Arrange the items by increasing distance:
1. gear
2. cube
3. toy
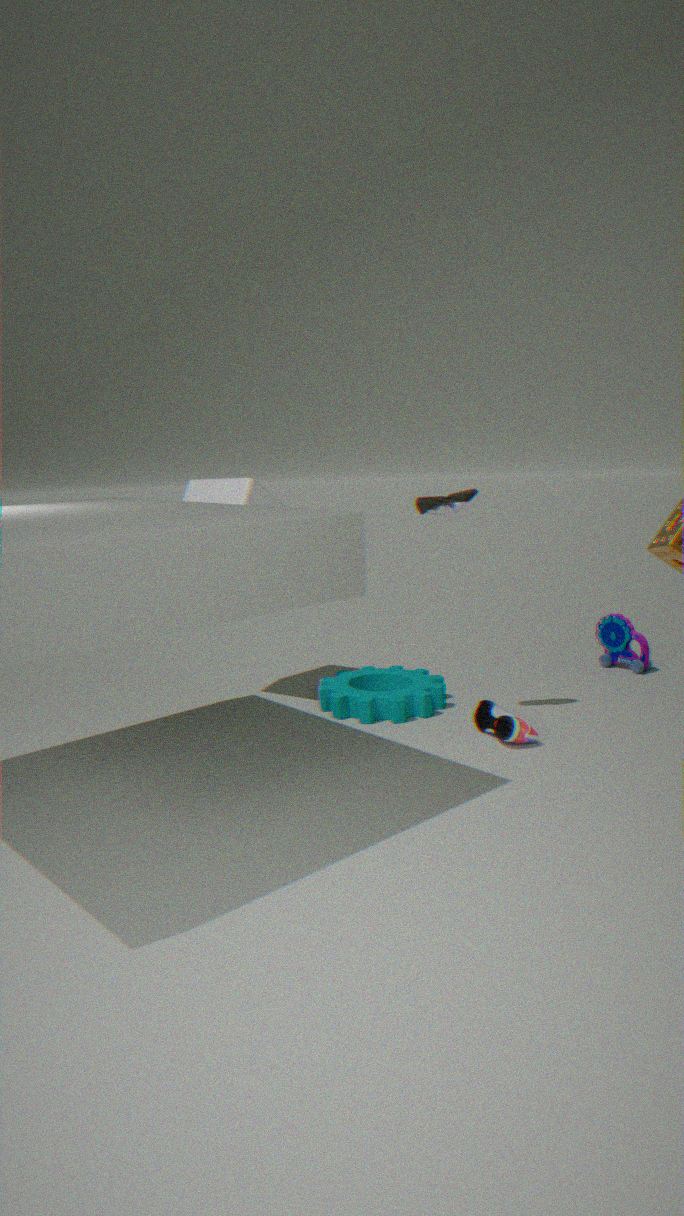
gear < cube < toy
